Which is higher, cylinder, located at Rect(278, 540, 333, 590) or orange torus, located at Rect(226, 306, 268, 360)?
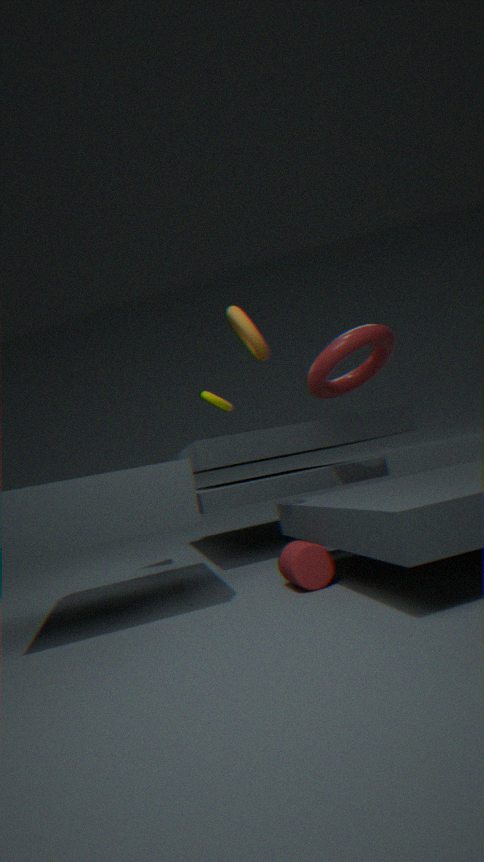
orange torus, located at Rect(226, 306, 268, 360)
